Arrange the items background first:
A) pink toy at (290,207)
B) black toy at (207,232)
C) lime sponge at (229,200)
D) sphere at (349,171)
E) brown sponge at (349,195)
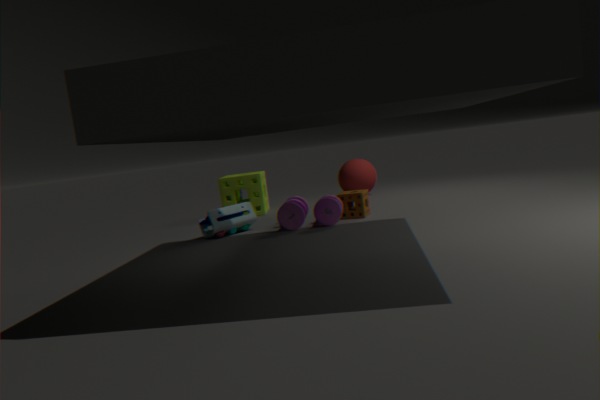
sphere at (349,171)
lime sponge at (229,200)
brown sponge at (349,195)
black toy at (207,232)
pink toy at (290,207)
